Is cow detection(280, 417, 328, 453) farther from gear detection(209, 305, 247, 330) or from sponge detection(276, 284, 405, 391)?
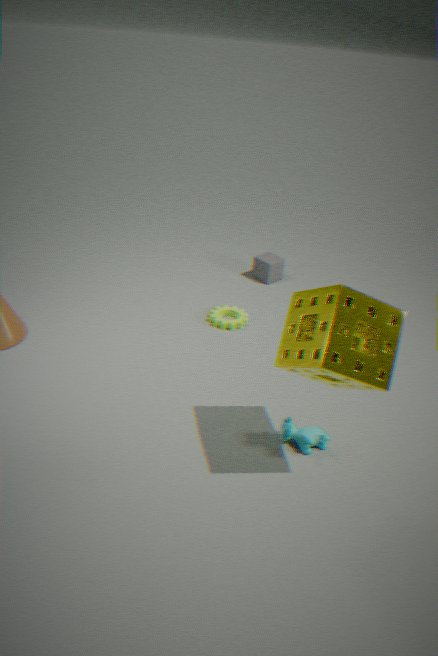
gear detection(209, 305, 247, 330)
